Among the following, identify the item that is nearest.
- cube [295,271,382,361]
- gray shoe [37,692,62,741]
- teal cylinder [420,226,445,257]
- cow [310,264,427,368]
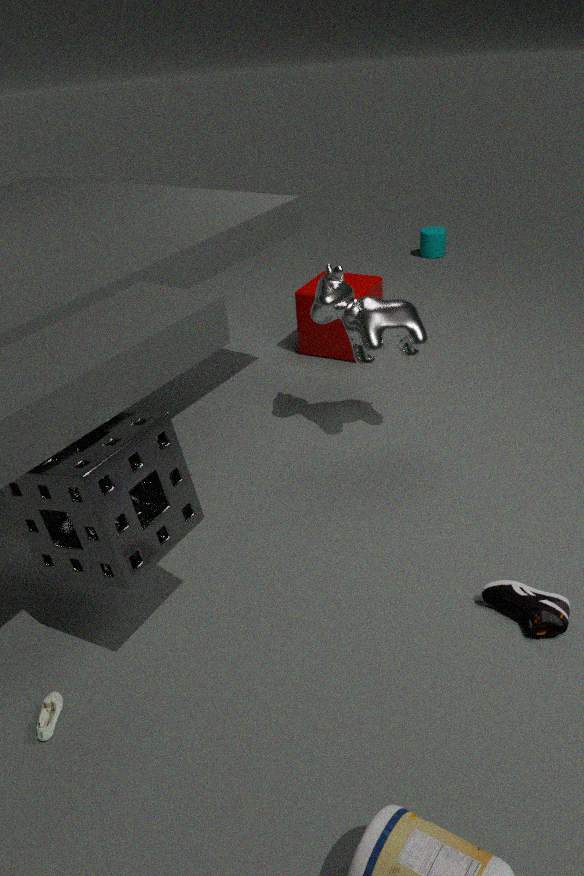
gray shoe [37,692,62,741]
